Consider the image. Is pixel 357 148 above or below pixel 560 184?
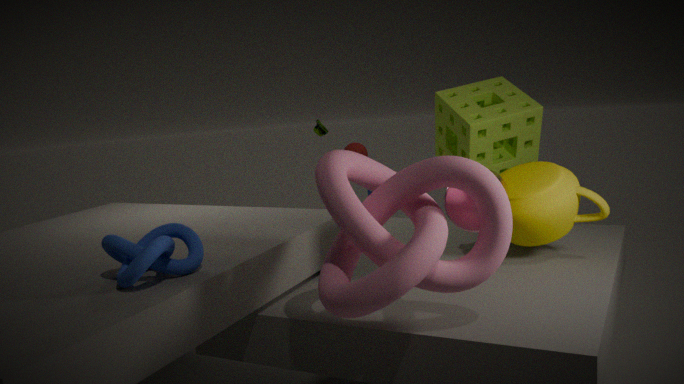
below
